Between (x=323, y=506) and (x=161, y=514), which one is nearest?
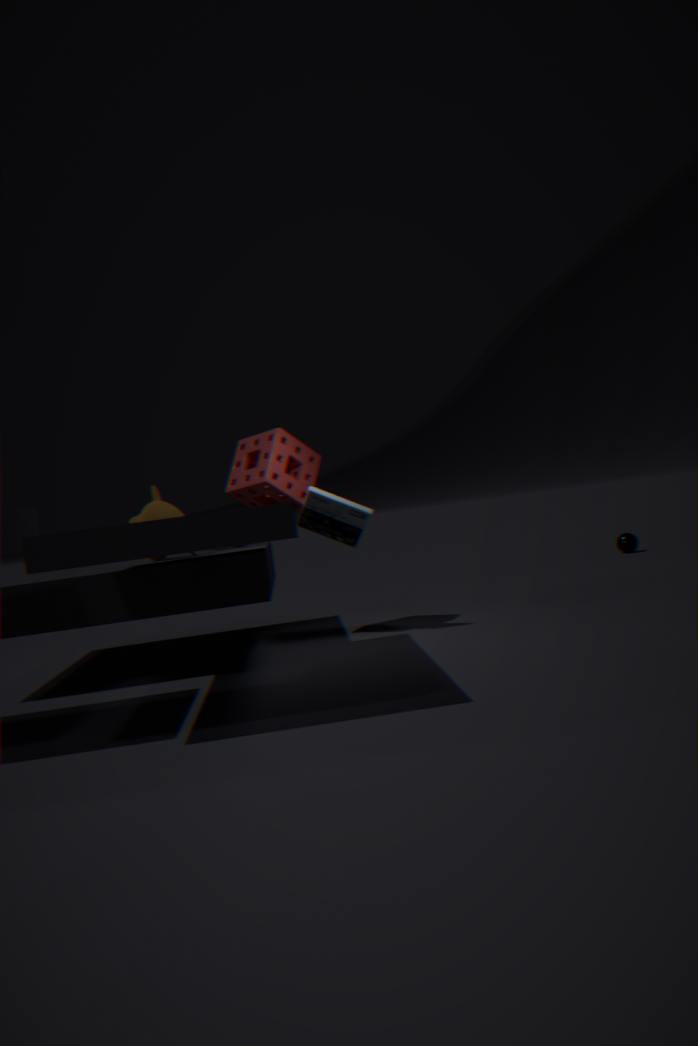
(x=161, y=514)
